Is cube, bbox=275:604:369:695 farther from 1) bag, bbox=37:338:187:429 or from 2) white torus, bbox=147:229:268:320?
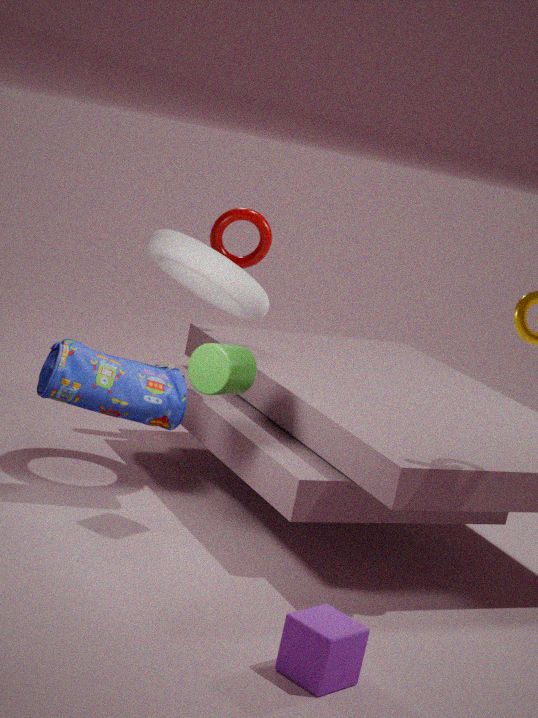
2) white torus, bbox=147:229:268:320
